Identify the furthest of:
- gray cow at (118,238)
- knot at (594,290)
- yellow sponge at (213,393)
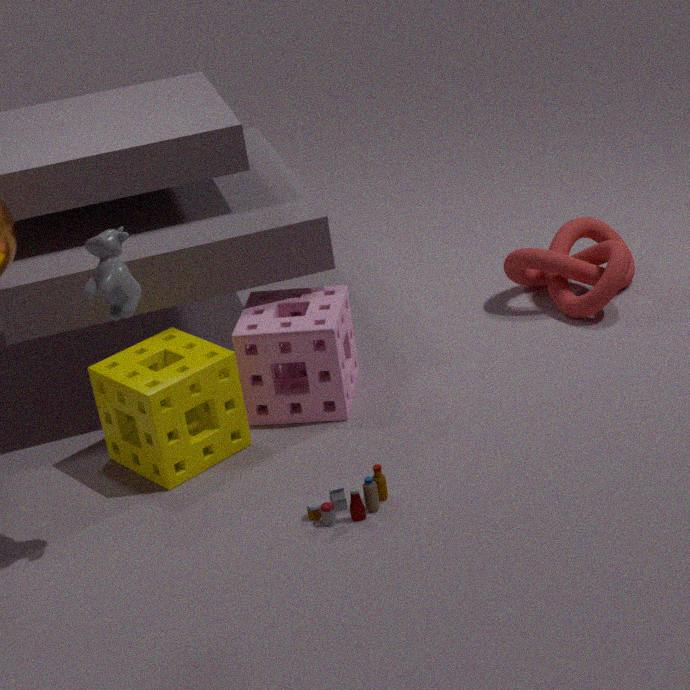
knot at (594,290)
